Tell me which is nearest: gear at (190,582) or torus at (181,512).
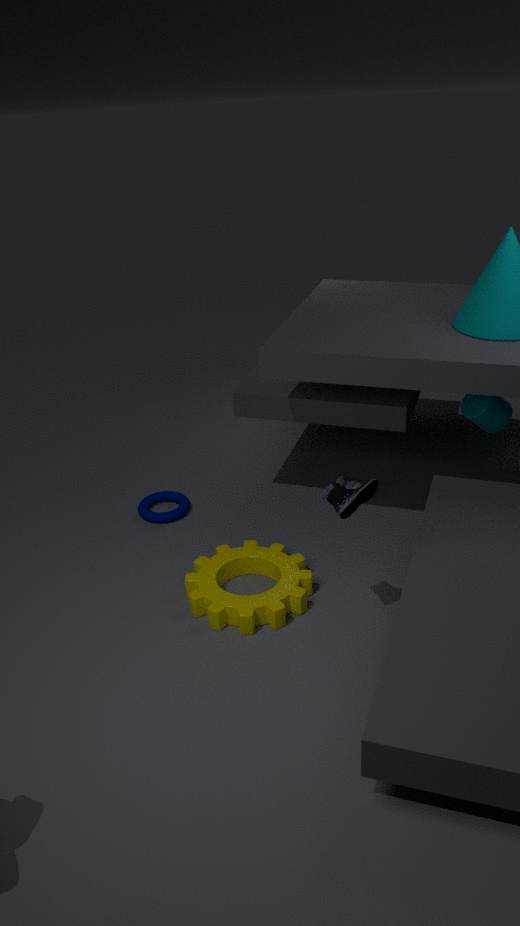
gear at (190,582)
